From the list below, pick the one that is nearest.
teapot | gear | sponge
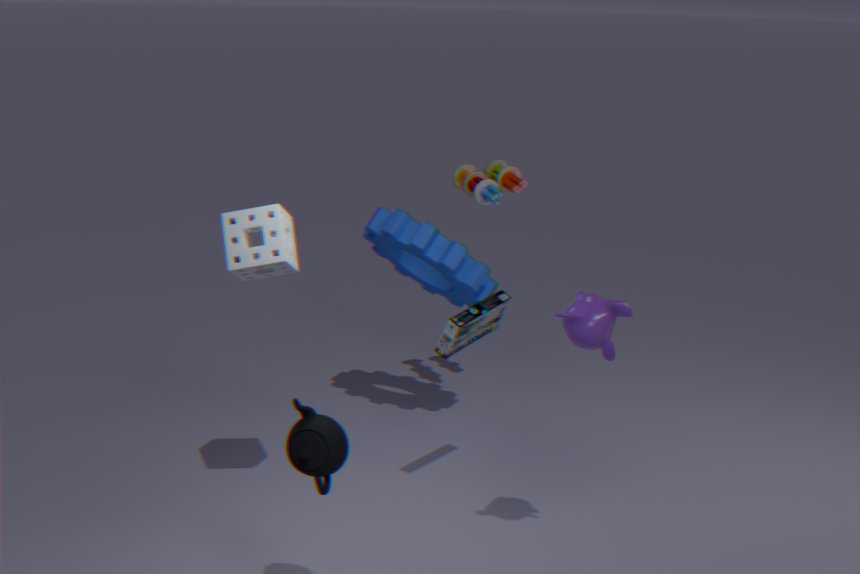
teapot
